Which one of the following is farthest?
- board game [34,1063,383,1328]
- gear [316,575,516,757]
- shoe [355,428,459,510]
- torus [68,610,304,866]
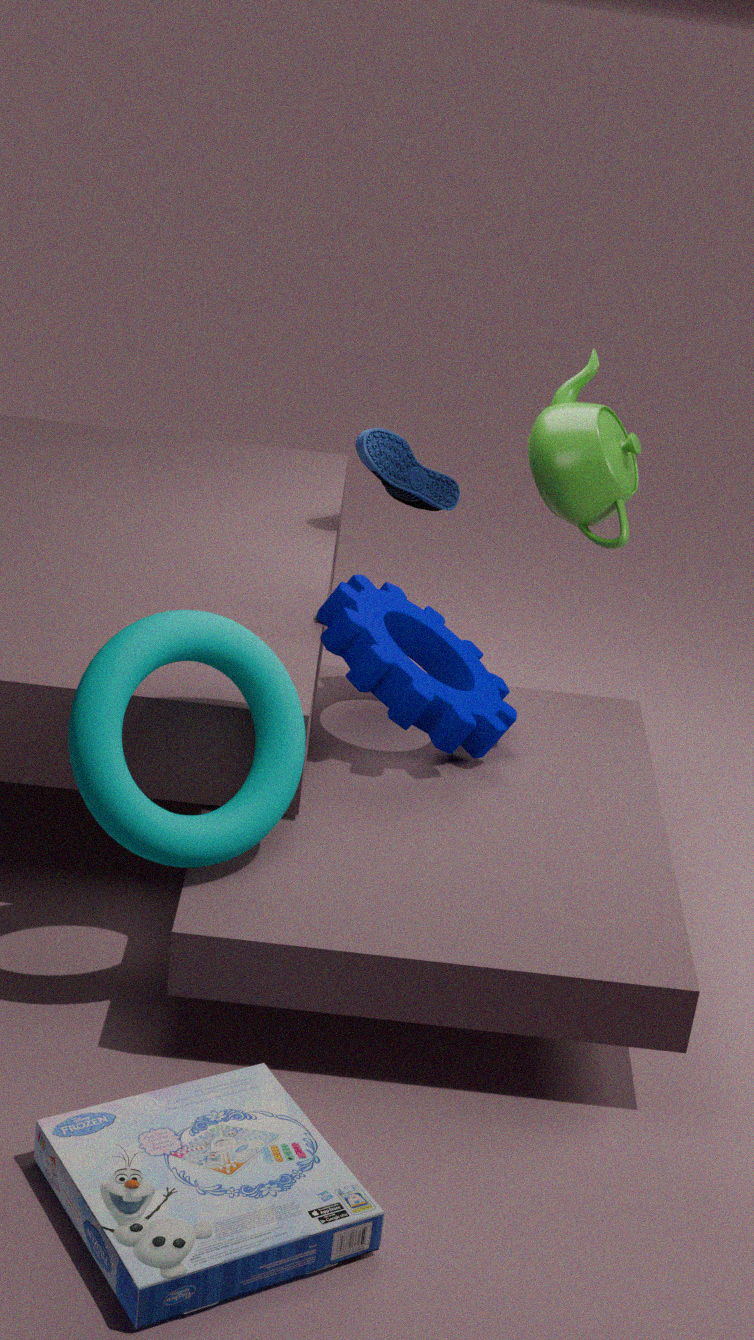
shoe [355,428,459,510]
